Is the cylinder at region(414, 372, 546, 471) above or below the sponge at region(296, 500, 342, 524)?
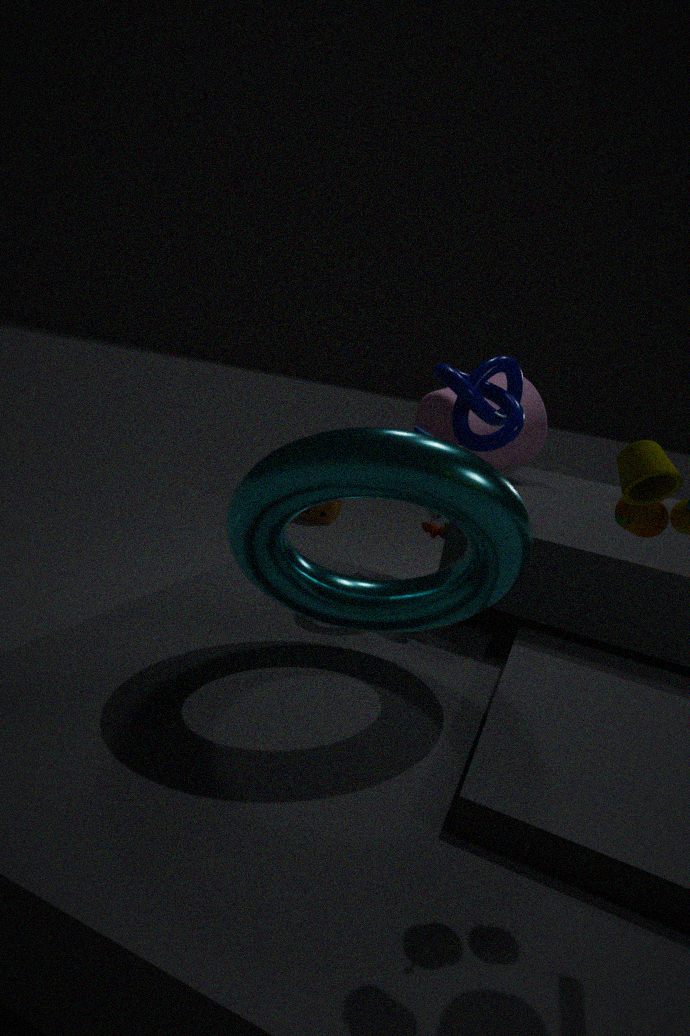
above
